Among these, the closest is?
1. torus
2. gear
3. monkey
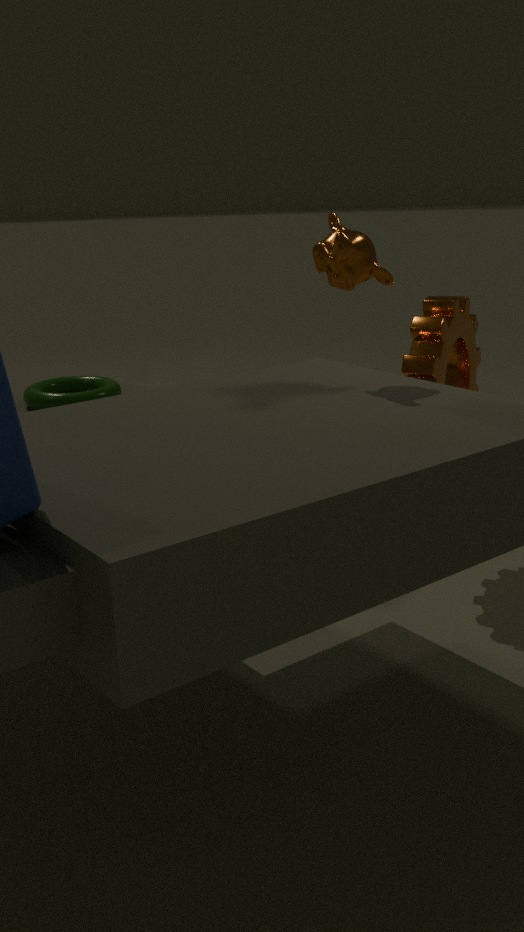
monkey
